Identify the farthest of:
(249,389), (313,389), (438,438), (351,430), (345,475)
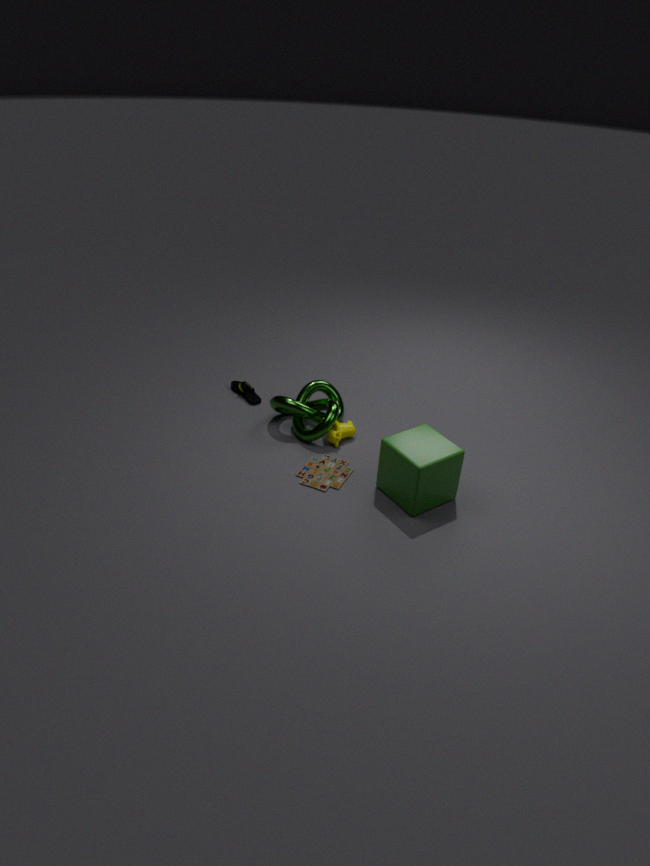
(249,389)
